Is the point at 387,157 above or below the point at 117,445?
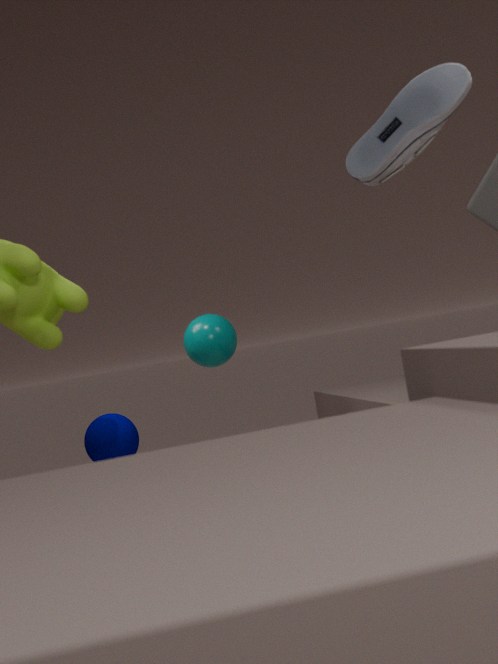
above
